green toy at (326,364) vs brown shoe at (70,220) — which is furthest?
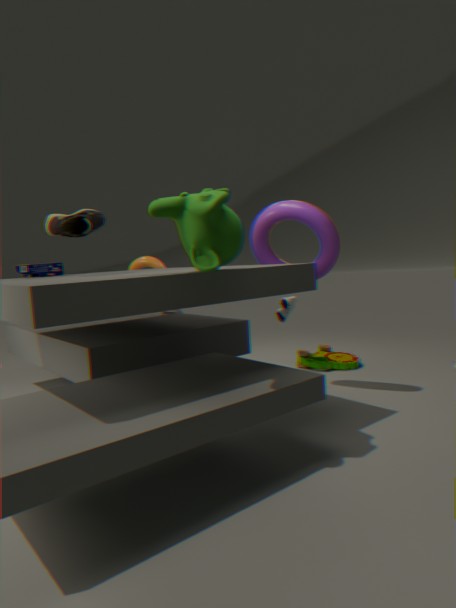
green toy at (326,364)
